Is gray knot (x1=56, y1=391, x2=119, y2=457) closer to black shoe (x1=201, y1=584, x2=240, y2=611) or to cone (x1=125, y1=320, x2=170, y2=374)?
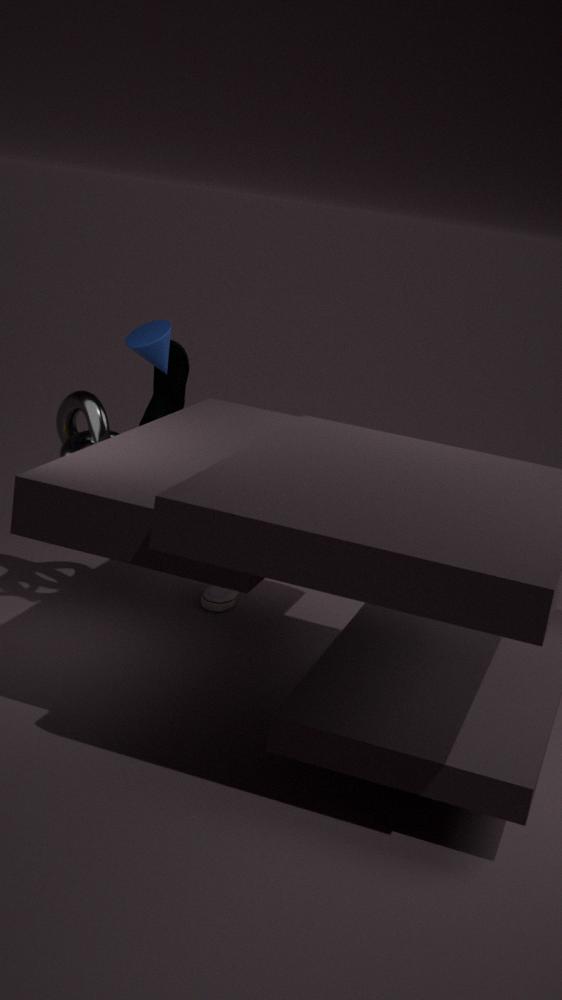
cone (x1=125, y1=320, x2=170, y2=374)
